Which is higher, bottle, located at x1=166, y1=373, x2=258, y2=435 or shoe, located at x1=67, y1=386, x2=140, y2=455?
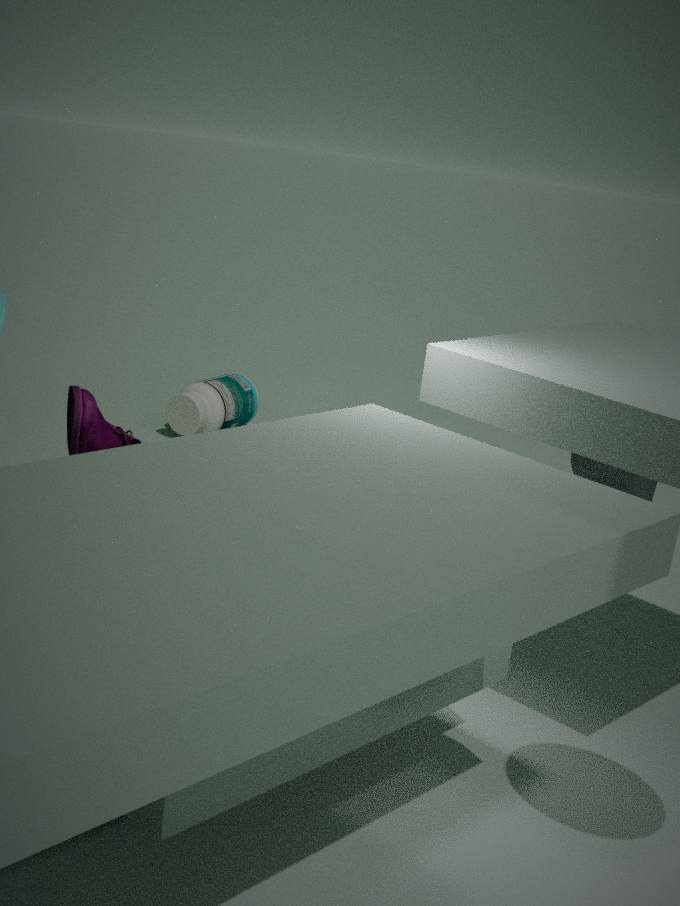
shoe, located at x1=67, y1=386, x2=140, y2=455
